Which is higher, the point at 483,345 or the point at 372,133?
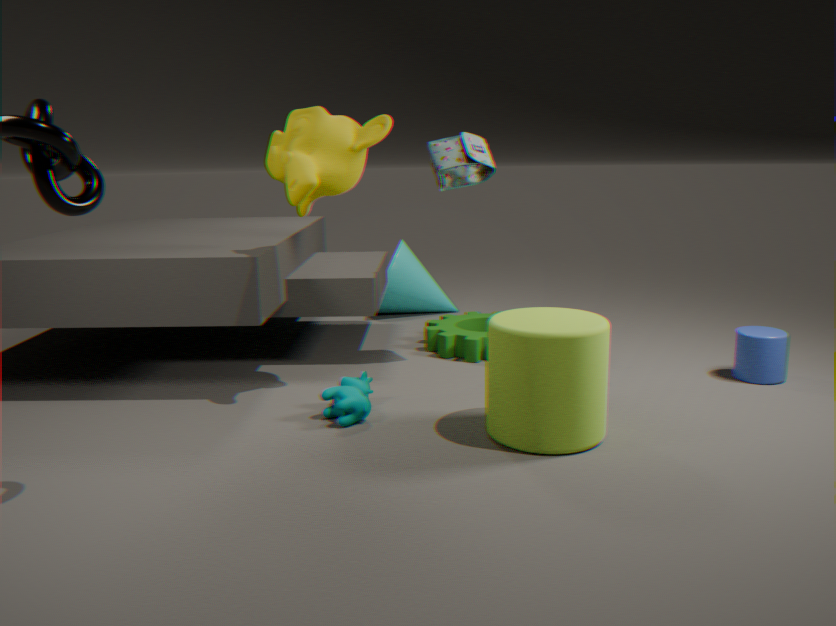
the point at 372,133
